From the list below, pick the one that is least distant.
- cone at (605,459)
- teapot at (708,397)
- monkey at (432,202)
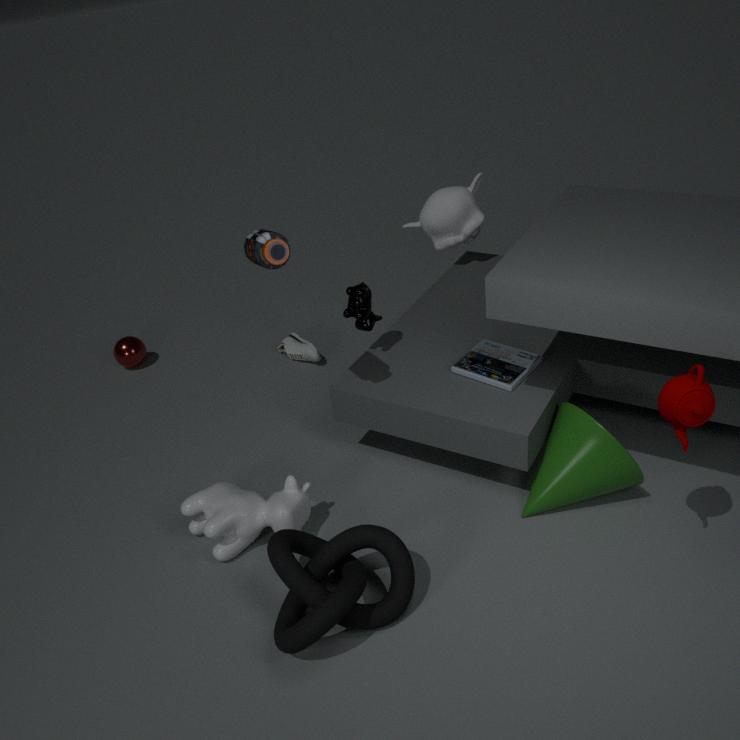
teapot at (708,397)
